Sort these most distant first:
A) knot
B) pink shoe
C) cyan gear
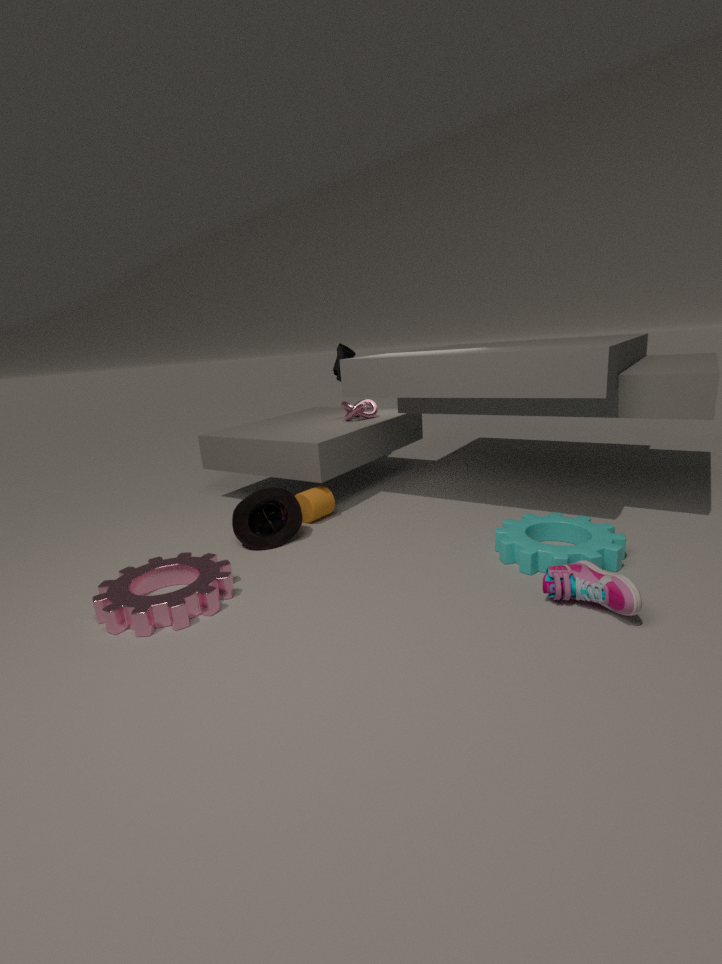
knot, cyan gear, pink shoe
